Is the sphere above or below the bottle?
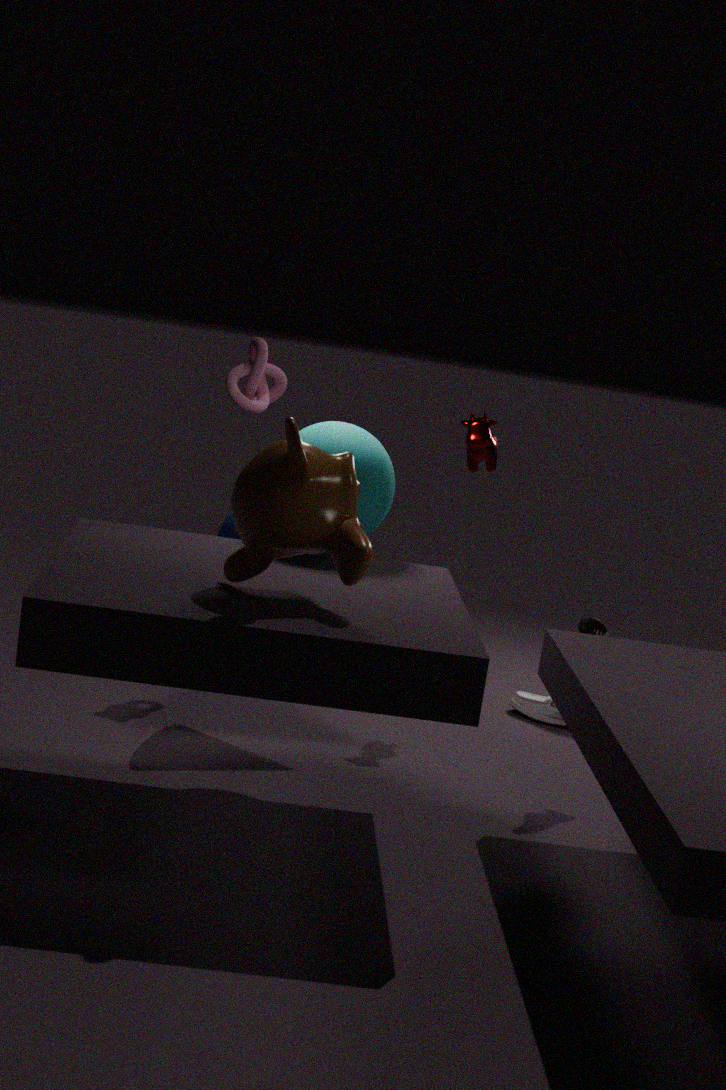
above
